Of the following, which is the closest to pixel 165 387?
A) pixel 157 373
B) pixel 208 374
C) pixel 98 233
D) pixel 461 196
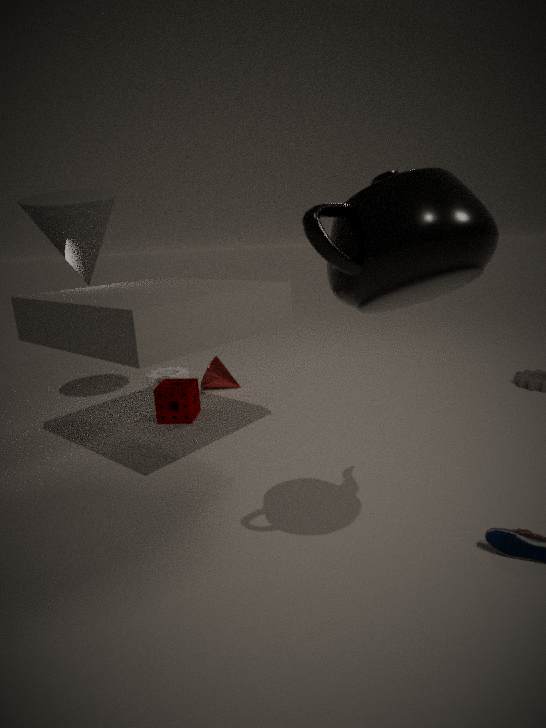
pixel 208 374
